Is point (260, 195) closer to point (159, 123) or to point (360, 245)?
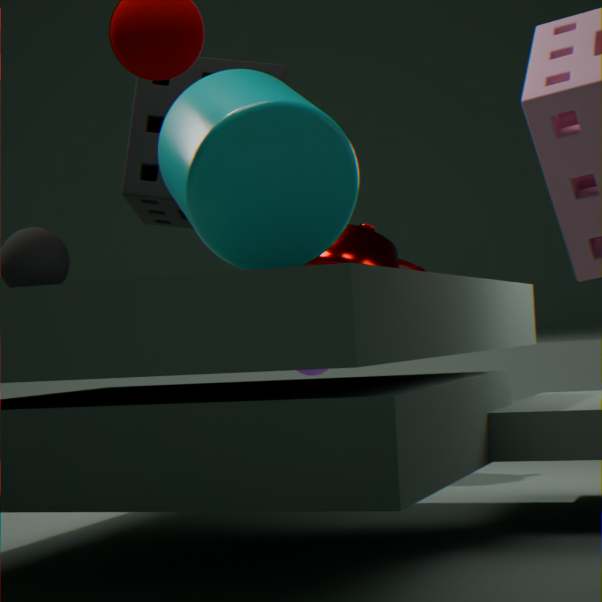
point (159, 123)
